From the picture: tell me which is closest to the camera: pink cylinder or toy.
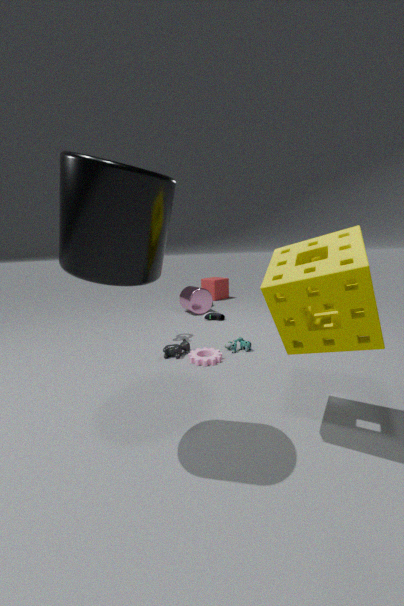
toy
